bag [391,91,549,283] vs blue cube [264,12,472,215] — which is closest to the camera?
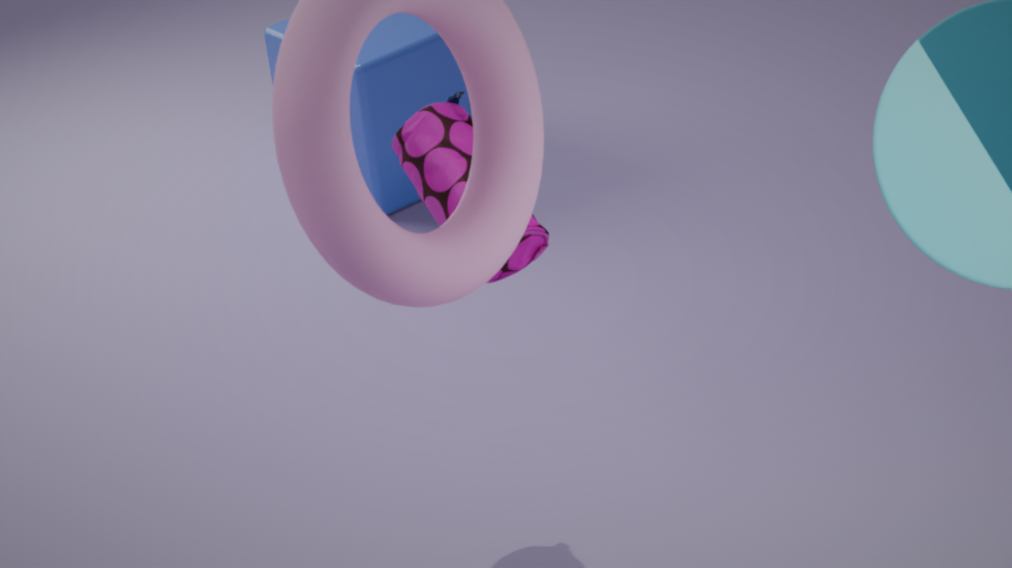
bag [391,91,549,283]
